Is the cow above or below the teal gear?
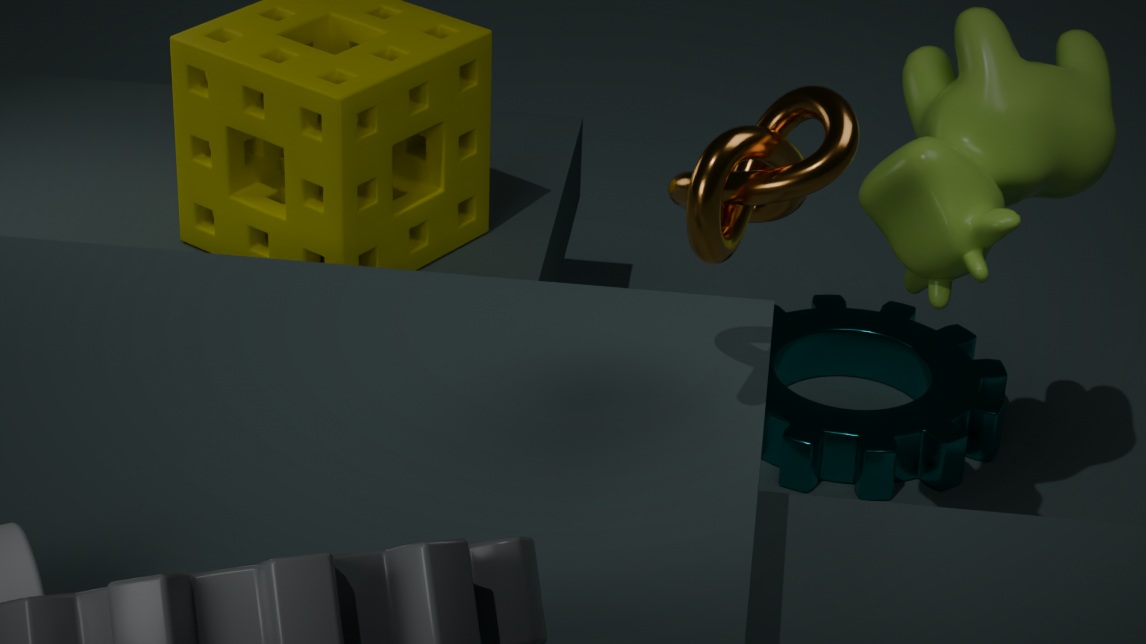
above
